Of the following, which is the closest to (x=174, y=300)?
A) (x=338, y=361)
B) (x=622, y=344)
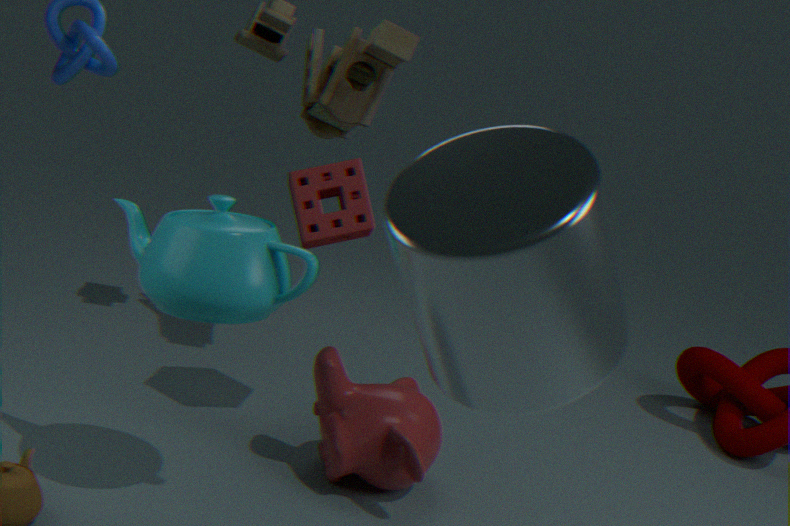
(x=338, y=361)
